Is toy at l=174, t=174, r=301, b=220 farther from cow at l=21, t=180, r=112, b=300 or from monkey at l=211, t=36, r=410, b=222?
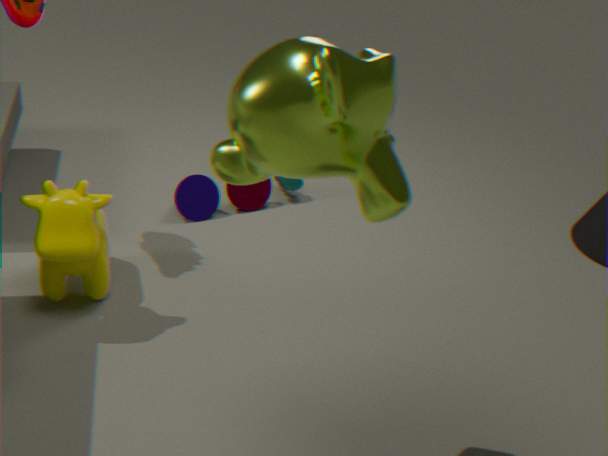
monkey at l=211, t=36, r=410, b=222
